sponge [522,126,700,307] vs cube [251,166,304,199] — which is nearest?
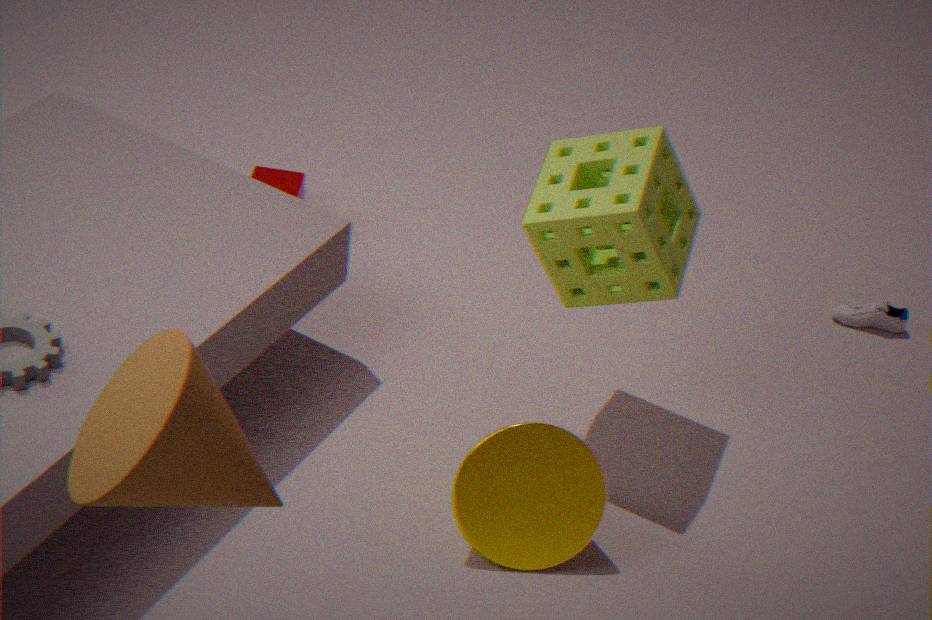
sponge [522,126,700,307]
